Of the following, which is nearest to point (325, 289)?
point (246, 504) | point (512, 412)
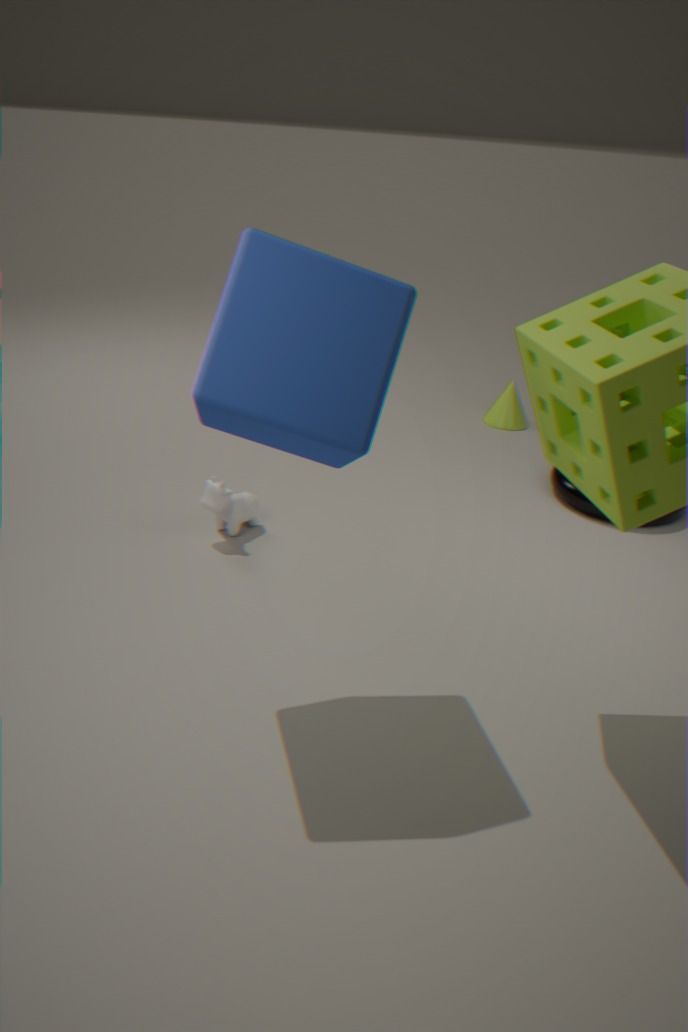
point (246, 504)
